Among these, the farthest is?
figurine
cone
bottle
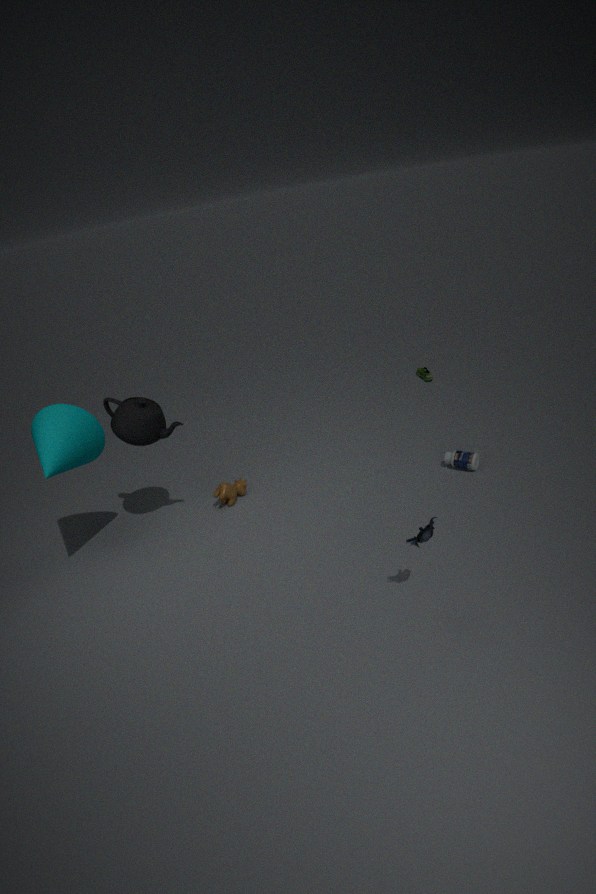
bottle
